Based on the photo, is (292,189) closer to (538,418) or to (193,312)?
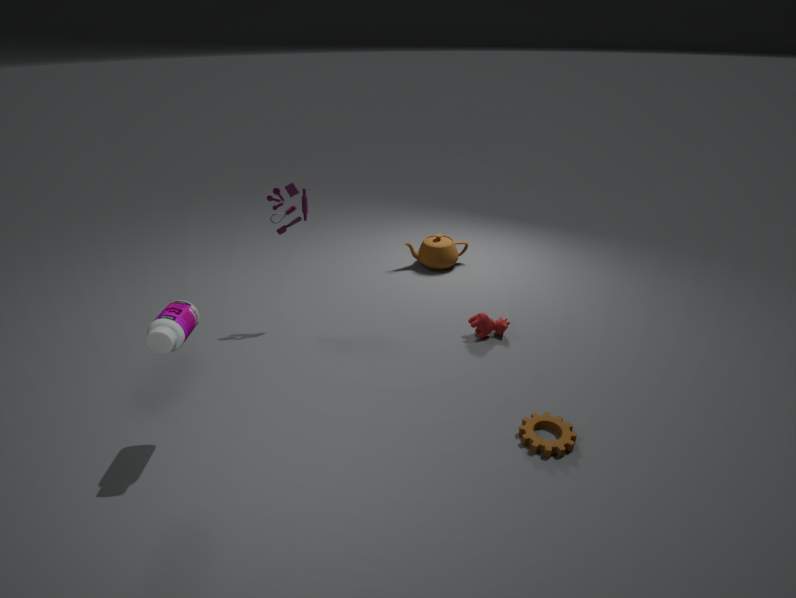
(193,312)
